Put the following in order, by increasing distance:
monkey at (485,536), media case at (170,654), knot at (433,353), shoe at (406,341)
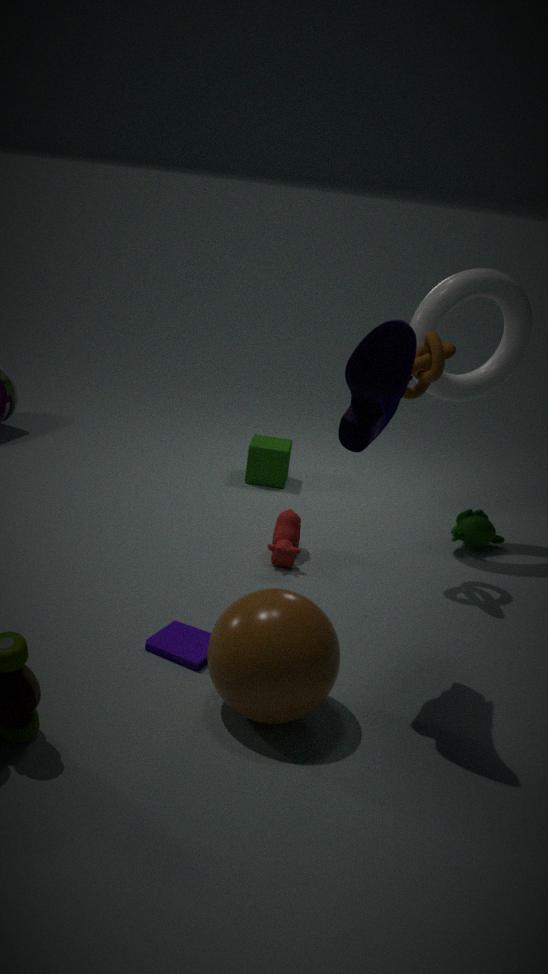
shoe at (406,341)
media case at (170,654)
knot at (433,353)
monkey at (485,536)
